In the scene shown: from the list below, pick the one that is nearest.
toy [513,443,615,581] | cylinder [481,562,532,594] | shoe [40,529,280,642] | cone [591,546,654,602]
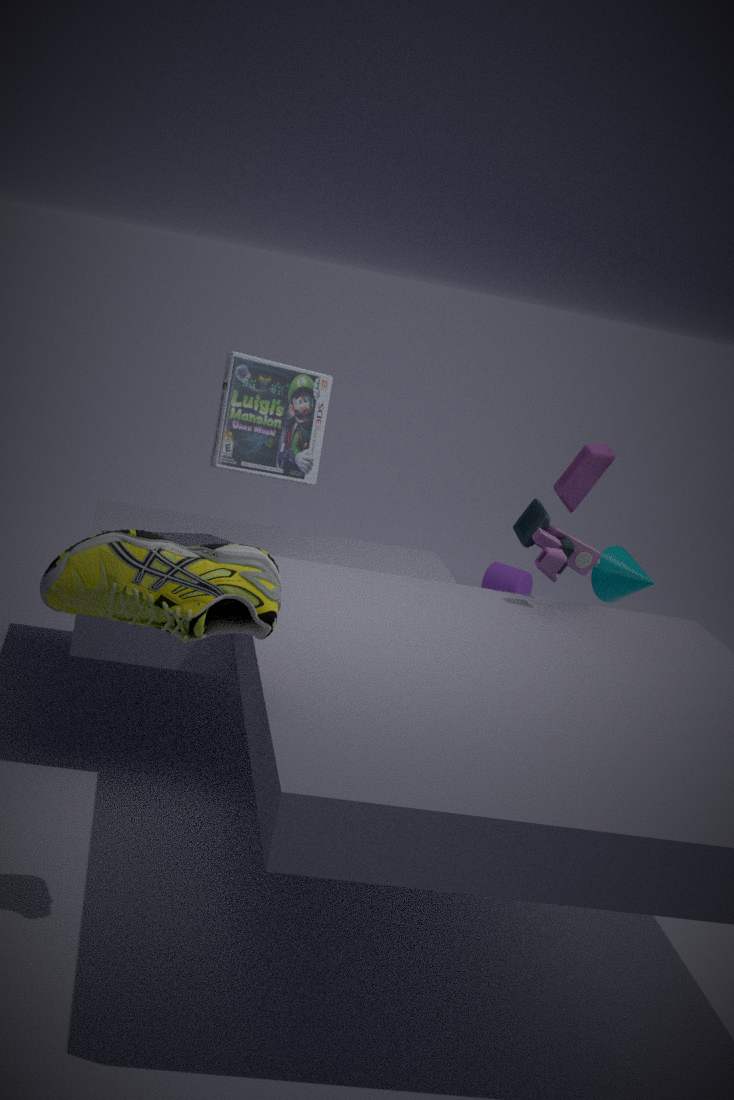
shoe [40,529,280,642]
